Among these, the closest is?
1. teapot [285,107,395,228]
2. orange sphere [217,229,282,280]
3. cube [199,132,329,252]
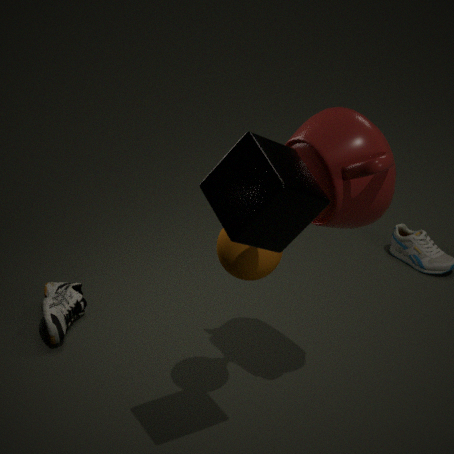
cube [199,132,329,252]
